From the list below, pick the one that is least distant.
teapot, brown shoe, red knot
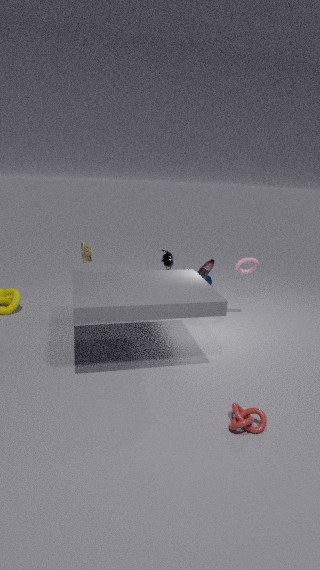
red knot
